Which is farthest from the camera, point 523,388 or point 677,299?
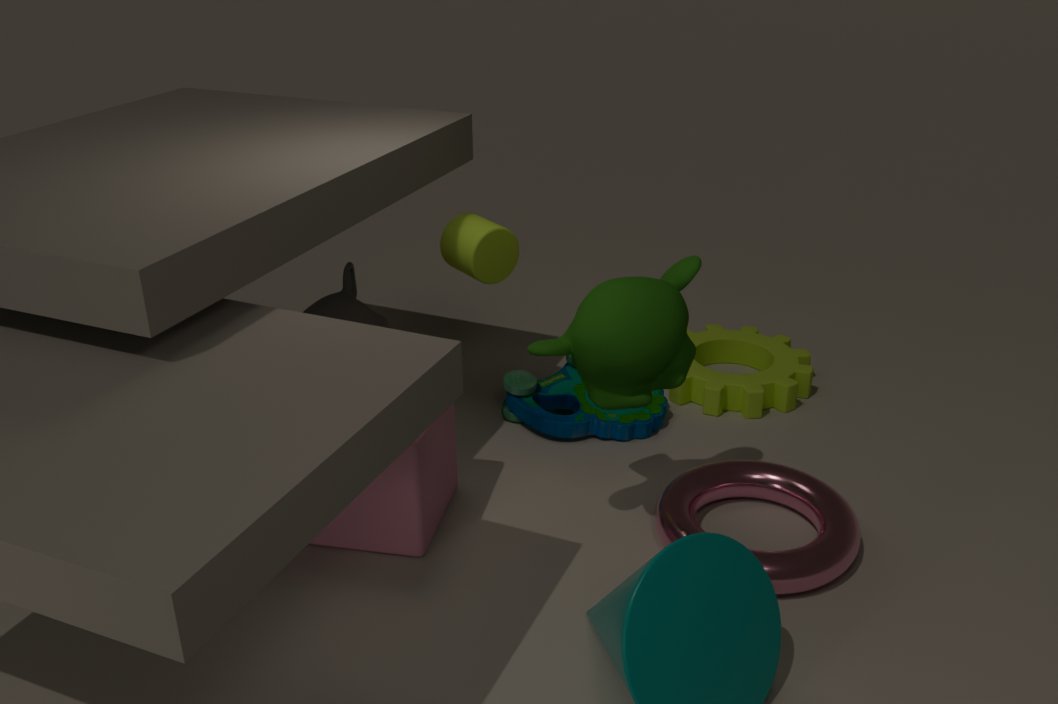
point 523,388
